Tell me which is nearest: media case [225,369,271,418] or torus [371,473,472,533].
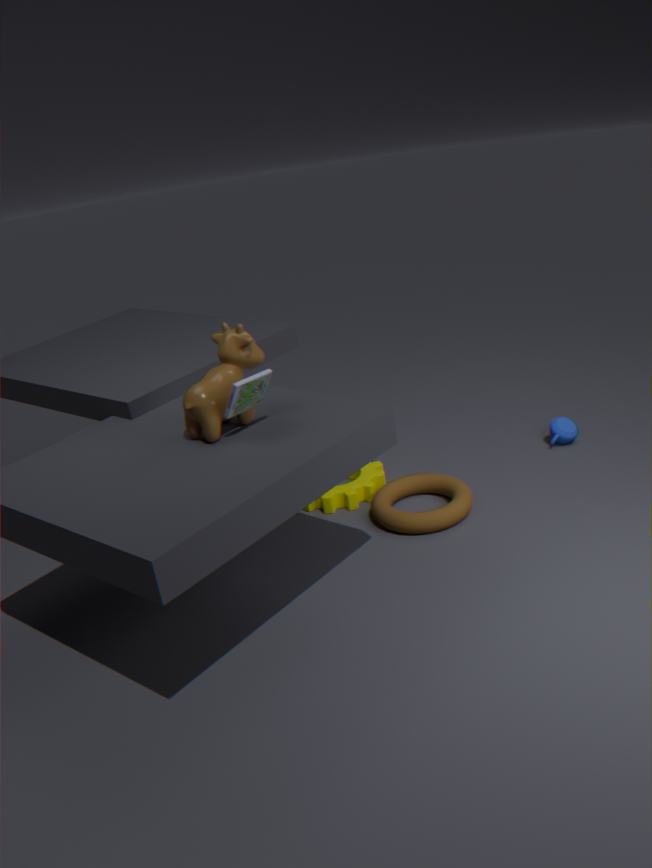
media case [225,369,271,418]
